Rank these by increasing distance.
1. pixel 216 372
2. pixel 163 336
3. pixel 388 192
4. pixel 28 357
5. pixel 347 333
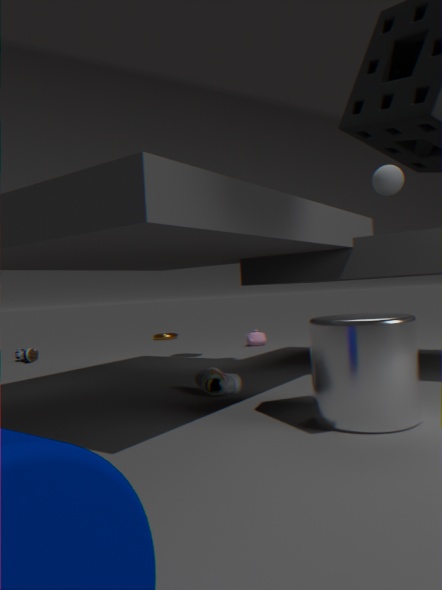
pixel 347 333 < pixel 216 372 < pixel 388 192 < pixel 28 357 < pixel 163 336
